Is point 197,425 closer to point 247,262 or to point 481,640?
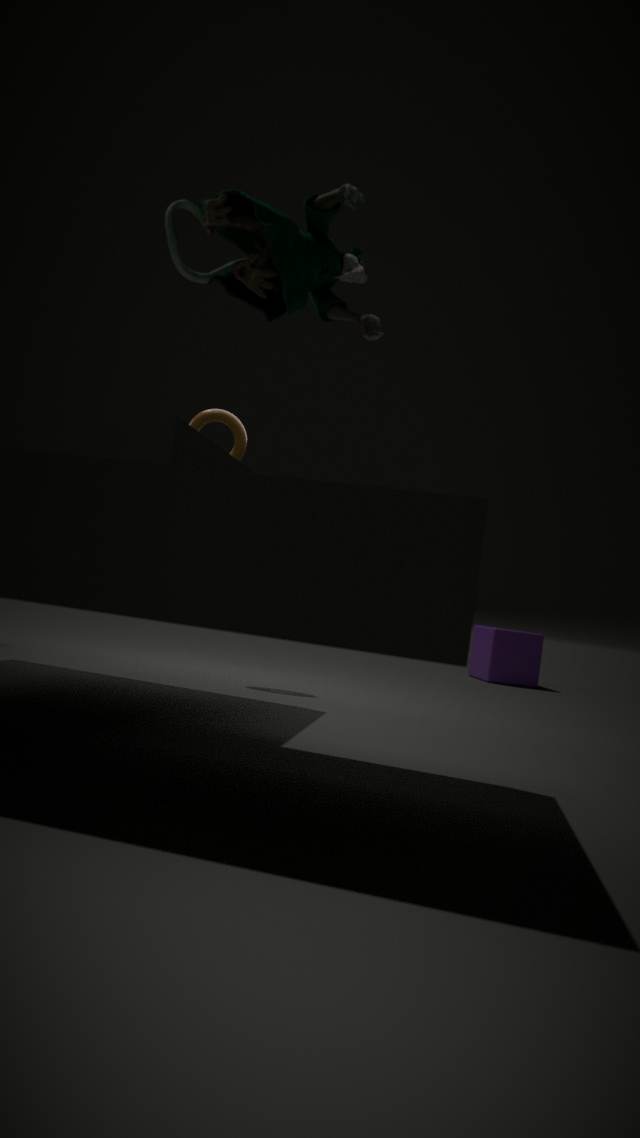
point 247,262
